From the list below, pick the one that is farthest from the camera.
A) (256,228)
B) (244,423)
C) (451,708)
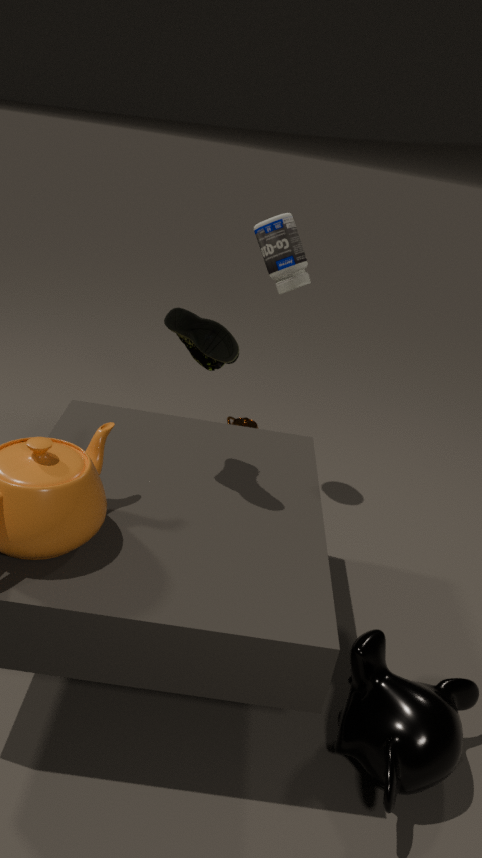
(244,423)
